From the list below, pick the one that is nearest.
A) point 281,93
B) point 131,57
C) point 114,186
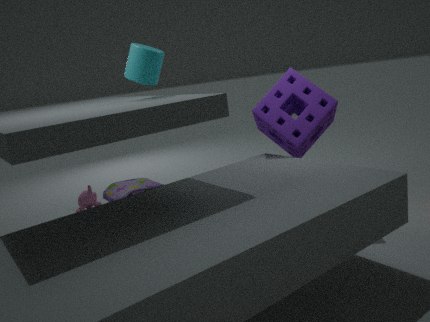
B. point 131,57
